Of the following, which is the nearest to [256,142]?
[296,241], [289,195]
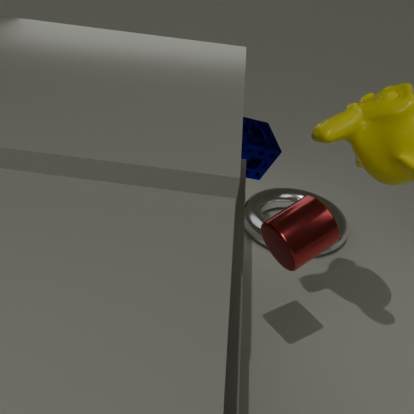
[289,195]
